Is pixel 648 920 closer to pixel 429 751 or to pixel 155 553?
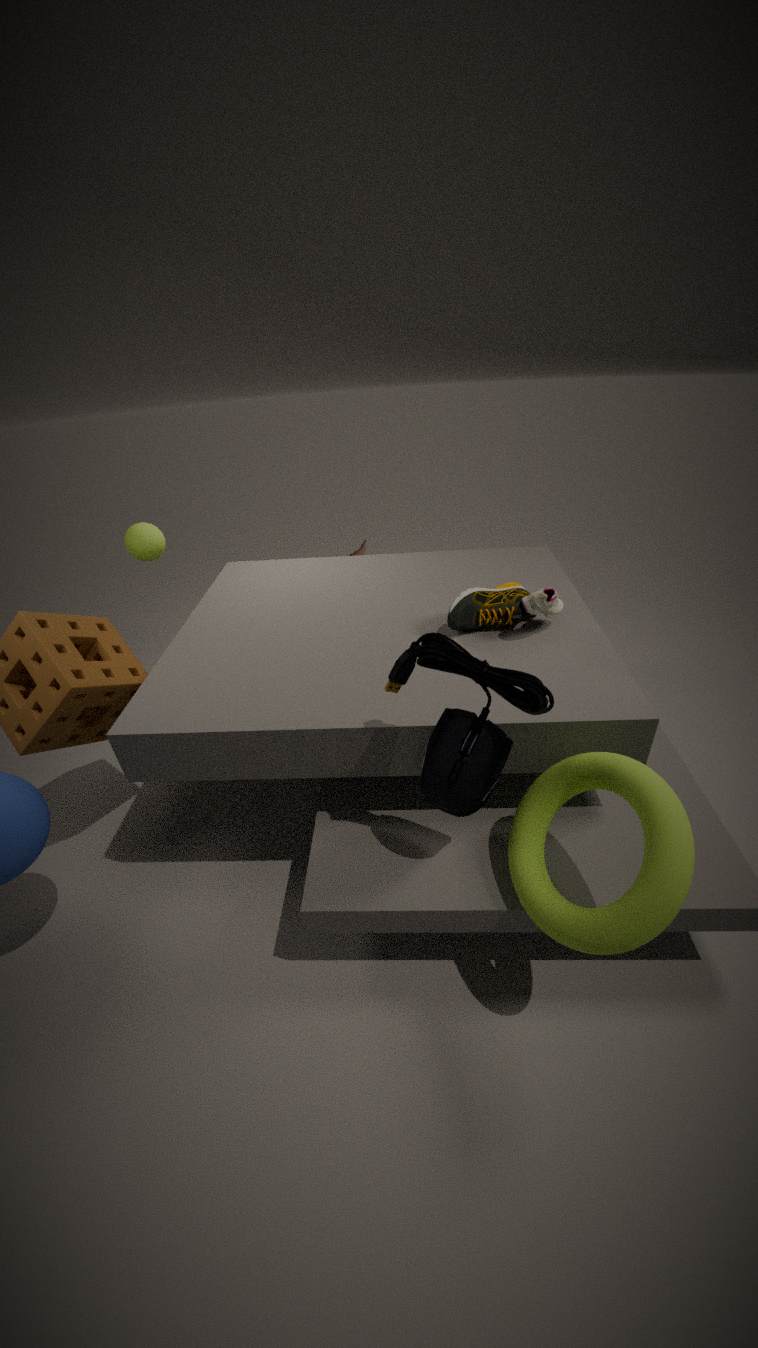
pixel 429 751
